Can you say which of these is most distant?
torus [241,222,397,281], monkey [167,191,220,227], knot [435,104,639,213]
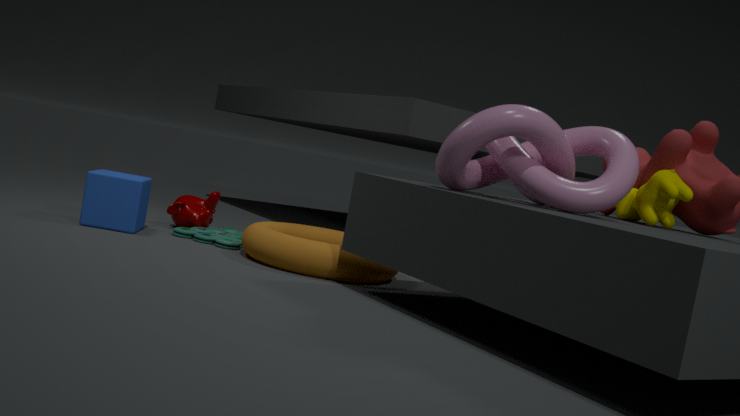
monkey [167,191,220,227]
